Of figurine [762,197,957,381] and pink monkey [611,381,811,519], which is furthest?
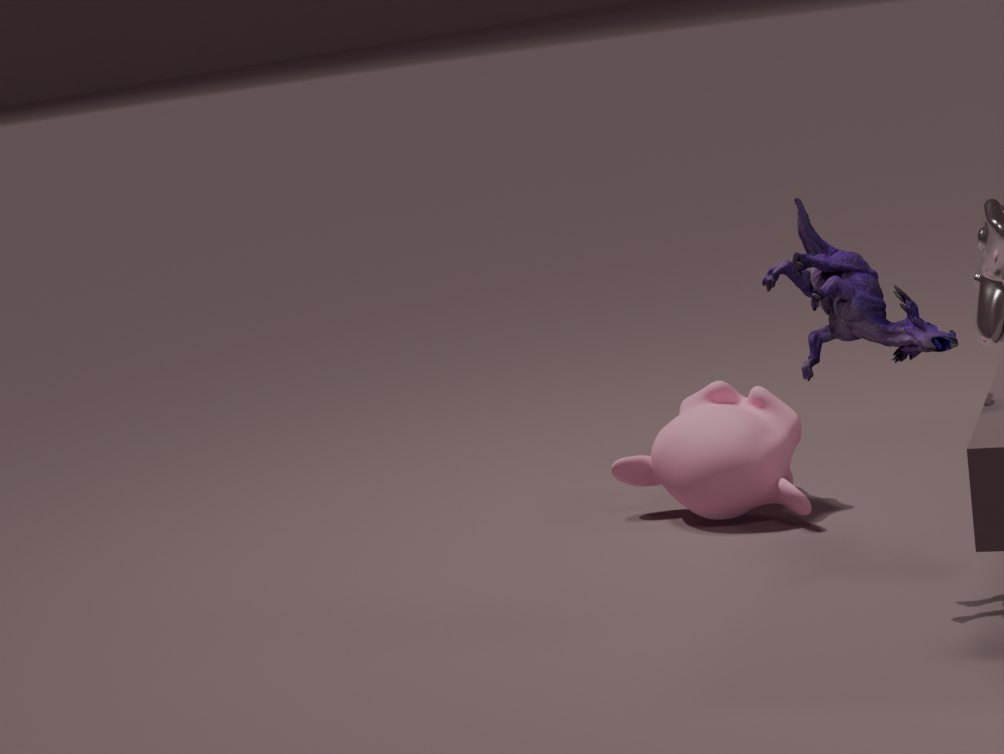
pink monkey [611,381,811,519]
